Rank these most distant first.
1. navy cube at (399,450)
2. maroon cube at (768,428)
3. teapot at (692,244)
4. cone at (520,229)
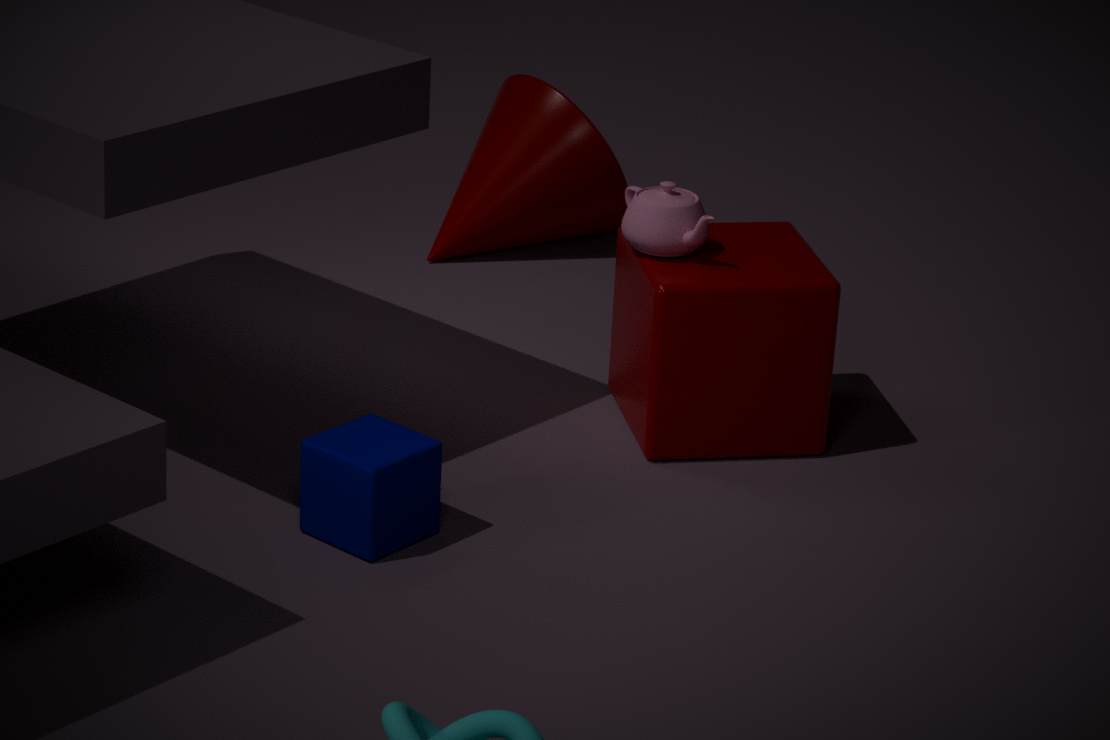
cone at (520,229) < teapot at (692,244) < maroon cube at (768,428) < navy cube at (399,450)
